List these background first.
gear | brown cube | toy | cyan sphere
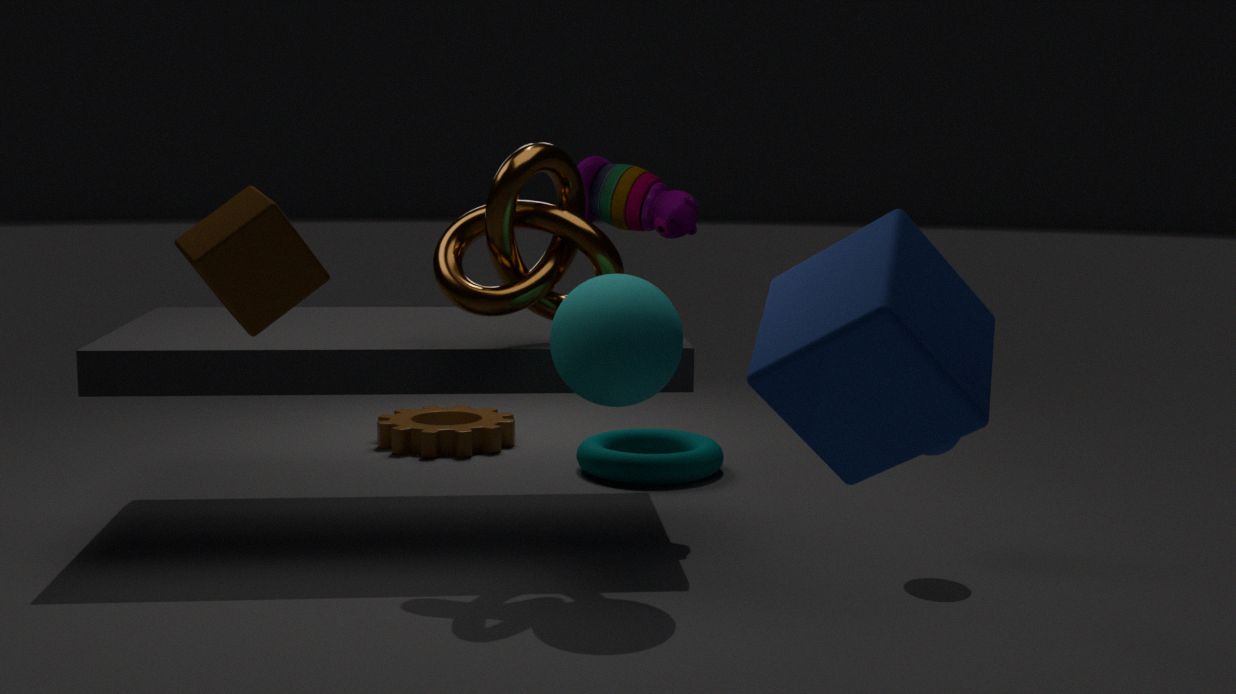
gear, toy, cyan sphere, brown cube
